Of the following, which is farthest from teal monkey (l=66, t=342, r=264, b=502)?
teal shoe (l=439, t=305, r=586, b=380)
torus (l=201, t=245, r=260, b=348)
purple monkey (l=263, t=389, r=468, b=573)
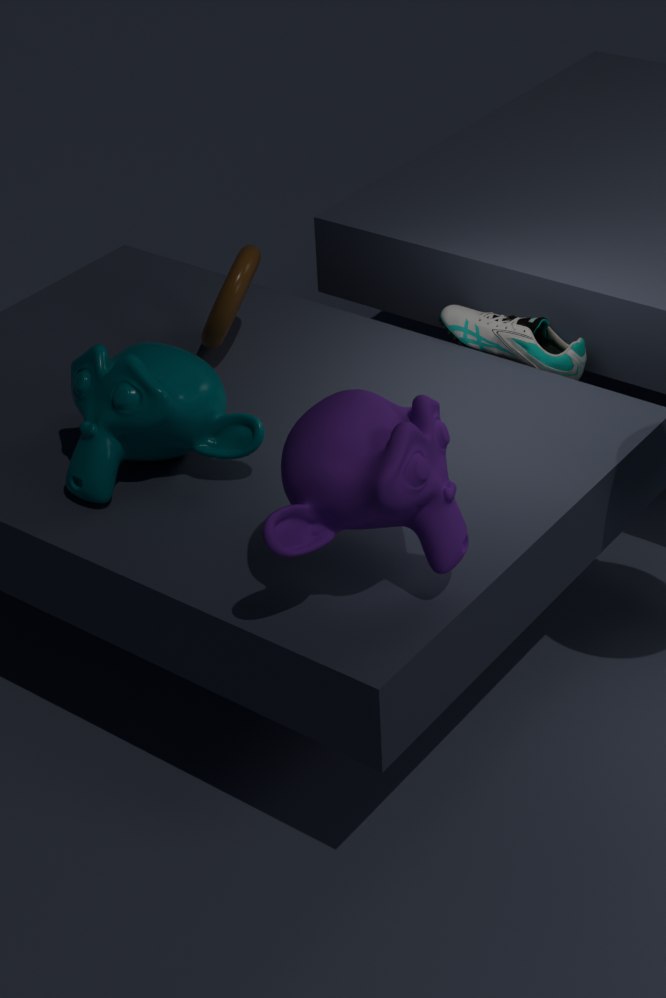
teal shoe (l=439, t=305, r=586, b=380)
